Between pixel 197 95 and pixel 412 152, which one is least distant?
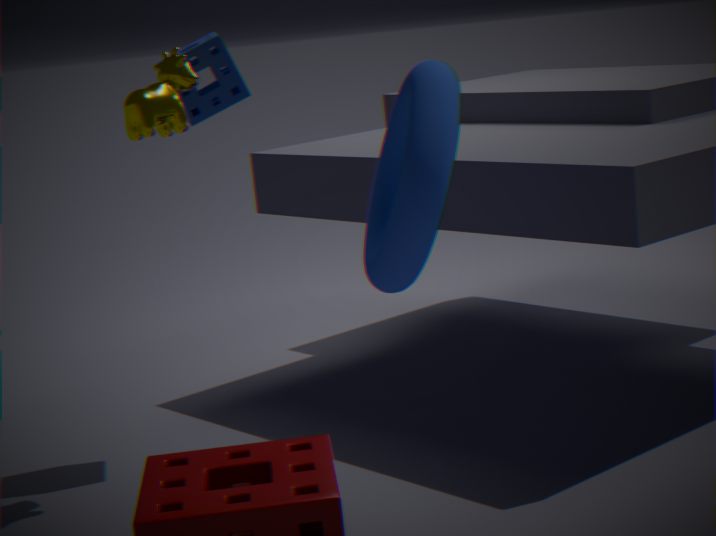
pixel 412 152
